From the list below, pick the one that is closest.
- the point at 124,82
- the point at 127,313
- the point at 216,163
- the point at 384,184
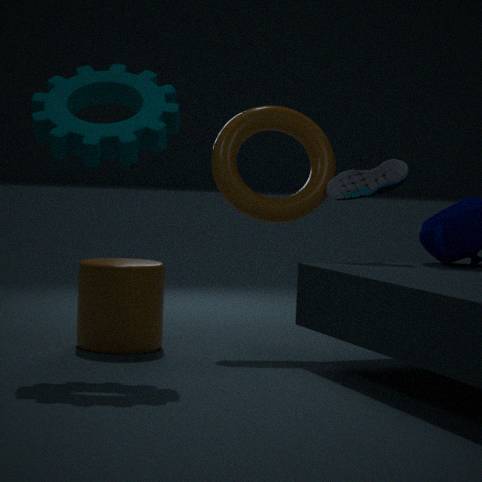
the point at 124,82
